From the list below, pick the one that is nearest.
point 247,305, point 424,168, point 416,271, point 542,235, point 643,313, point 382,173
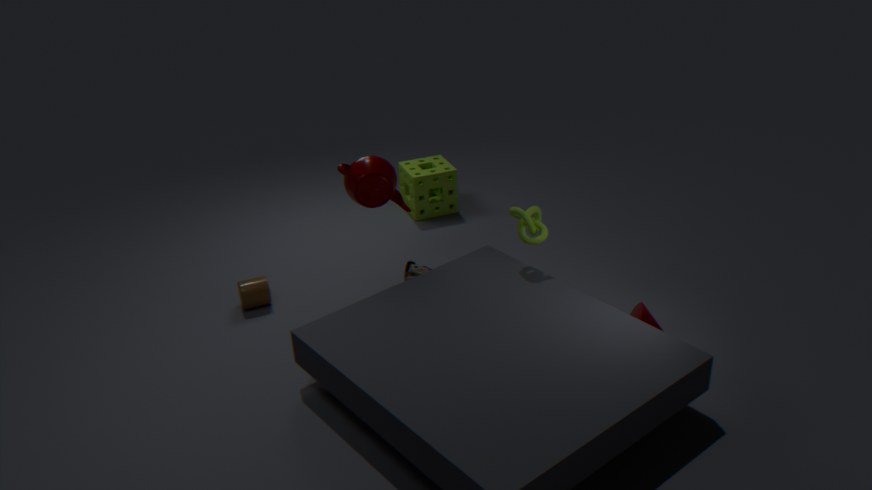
point 643,313
